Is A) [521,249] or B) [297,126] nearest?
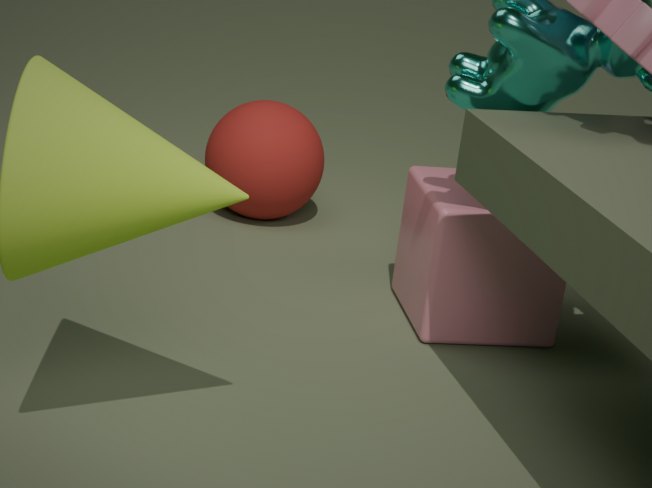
A. [521,249]
